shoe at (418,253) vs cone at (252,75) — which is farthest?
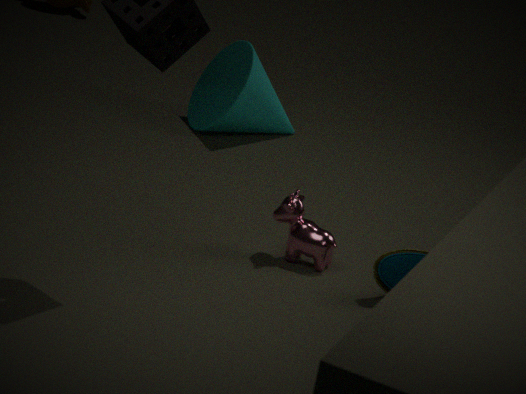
cone at (252,75)
